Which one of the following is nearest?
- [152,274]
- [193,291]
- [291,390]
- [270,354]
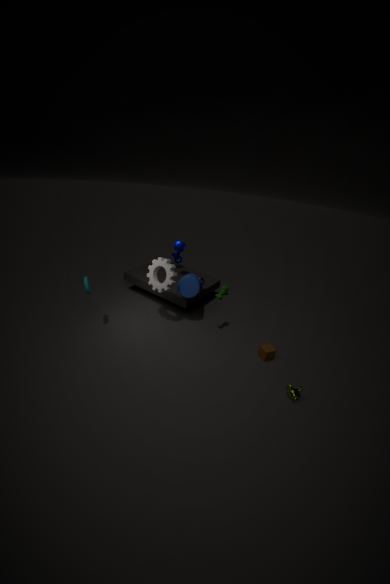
[291,390]
